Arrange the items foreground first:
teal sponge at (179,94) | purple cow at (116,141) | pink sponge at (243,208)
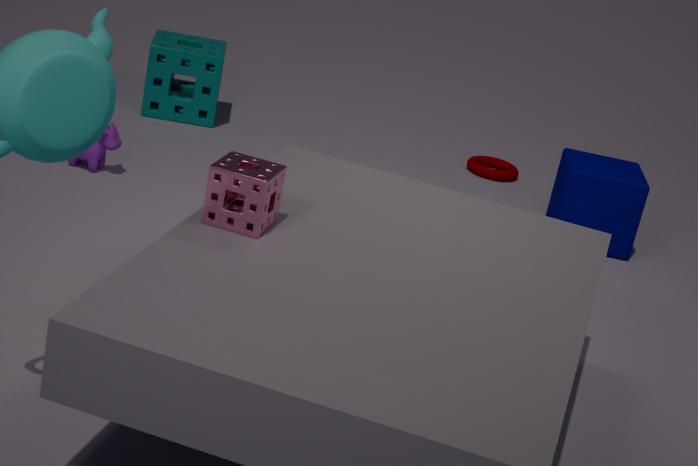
pink sponge at (243,208) → purple cow at (116,141) → teal sponge at (179,94)
